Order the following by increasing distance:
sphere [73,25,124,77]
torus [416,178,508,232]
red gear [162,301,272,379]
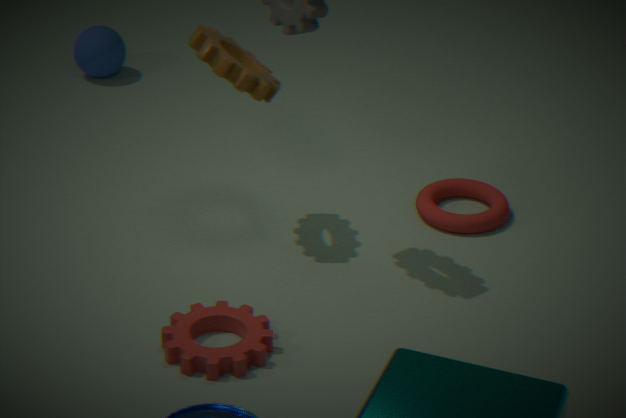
red gear [162,301,272,379], torus [416,178,508,232], sphere [73,25,124,77]
